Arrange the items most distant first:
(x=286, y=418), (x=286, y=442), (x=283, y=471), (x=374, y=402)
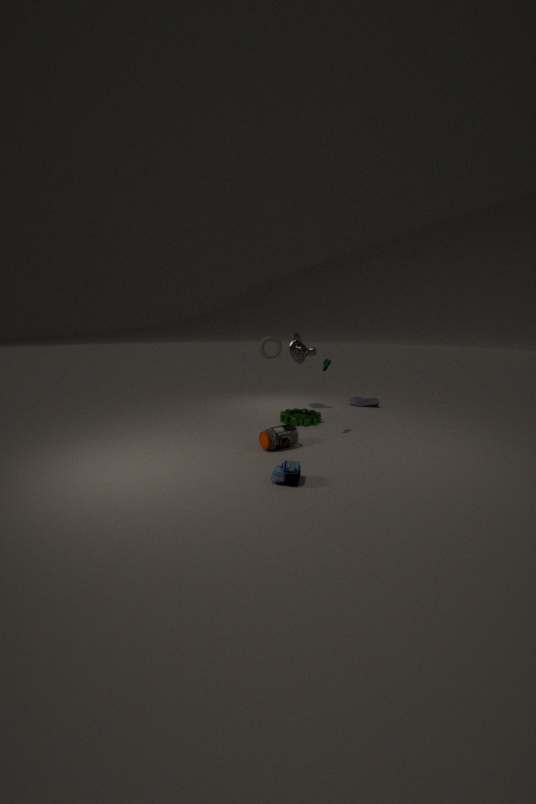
(x=374, y=402) < (x=286, y=418) < (x=286, y=442) < (x=283, y=471)
